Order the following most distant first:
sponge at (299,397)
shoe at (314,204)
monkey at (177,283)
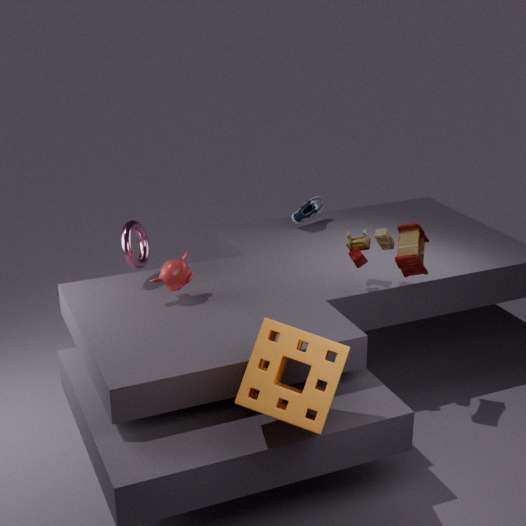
shoe at (314,204), monkey at (177,283), sponge at (299,397)
